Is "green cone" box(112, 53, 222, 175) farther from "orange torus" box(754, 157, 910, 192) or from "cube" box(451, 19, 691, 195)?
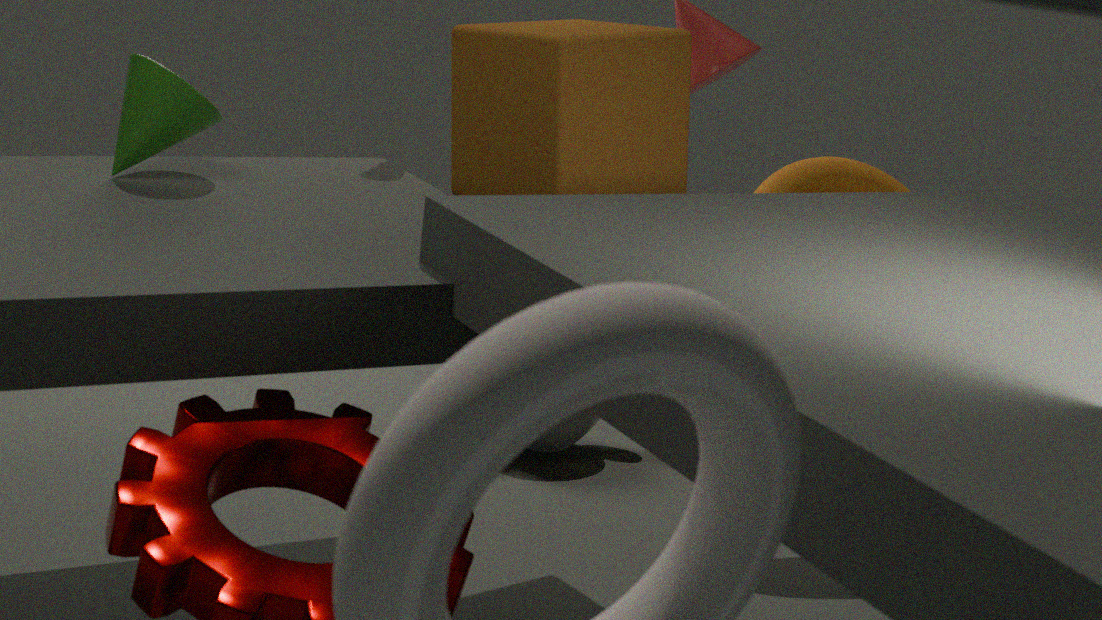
"orange torus" box(754, 157, 910, 192)
